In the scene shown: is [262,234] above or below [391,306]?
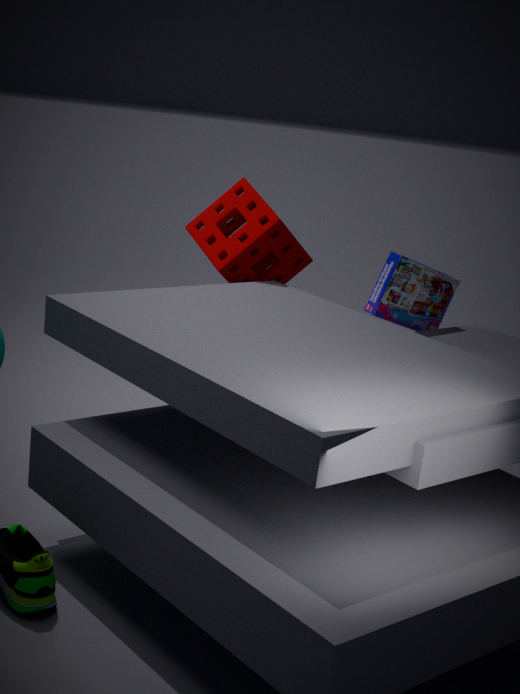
above
